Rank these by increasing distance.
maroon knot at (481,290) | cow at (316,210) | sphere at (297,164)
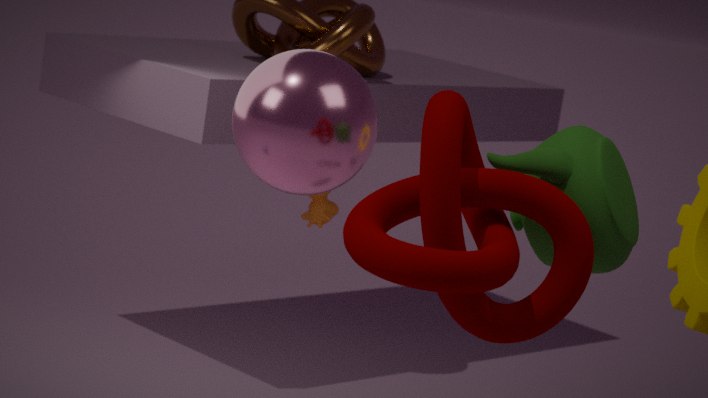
maroon knot at (481,290) < sphere at (297,164) < cow at (316,210)
